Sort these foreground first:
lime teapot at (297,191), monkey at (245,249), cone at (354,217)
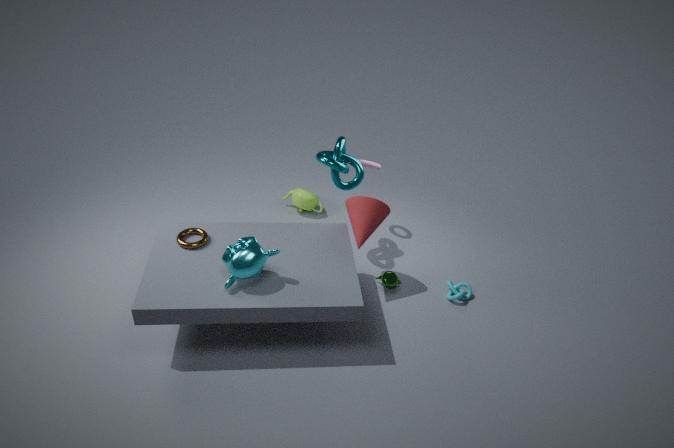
1. monkey at (245,249)
2. cone at (354,217)
3. lime teapot at (297,191)
